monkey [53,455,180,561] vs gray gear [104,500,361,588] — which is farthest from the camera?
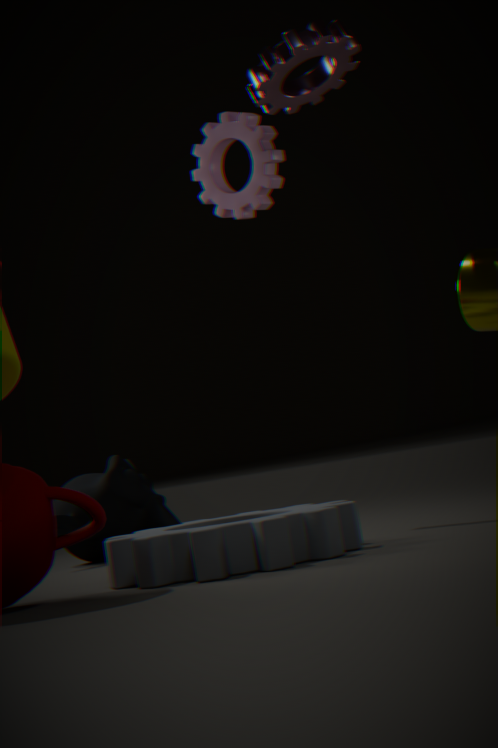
monkey [53,455,180,561]
